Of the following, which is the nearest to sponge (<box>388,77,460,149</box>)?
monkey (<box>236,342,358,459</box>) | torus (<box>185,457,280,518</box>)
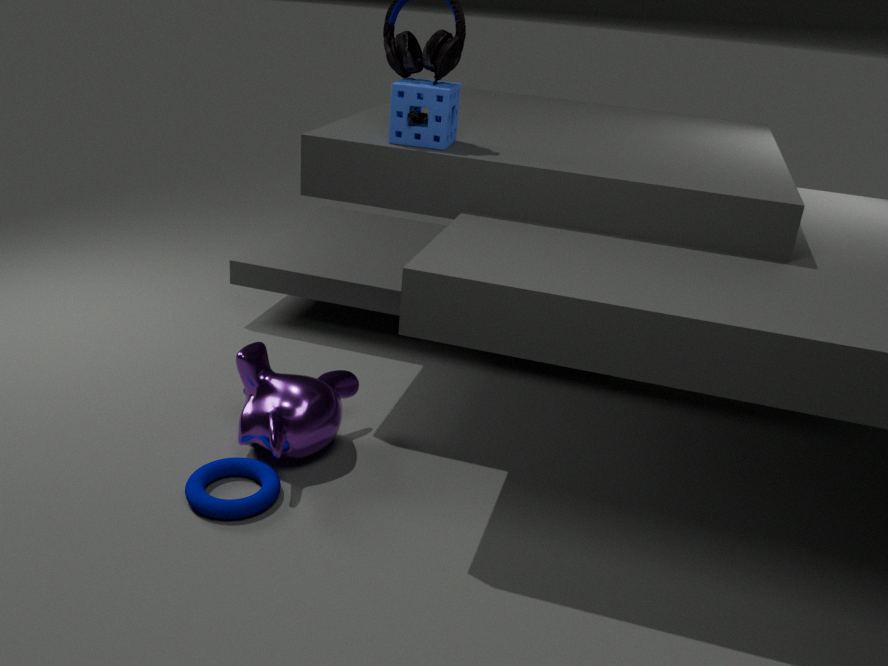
monkey (<box>236,342,358,459</box>)
